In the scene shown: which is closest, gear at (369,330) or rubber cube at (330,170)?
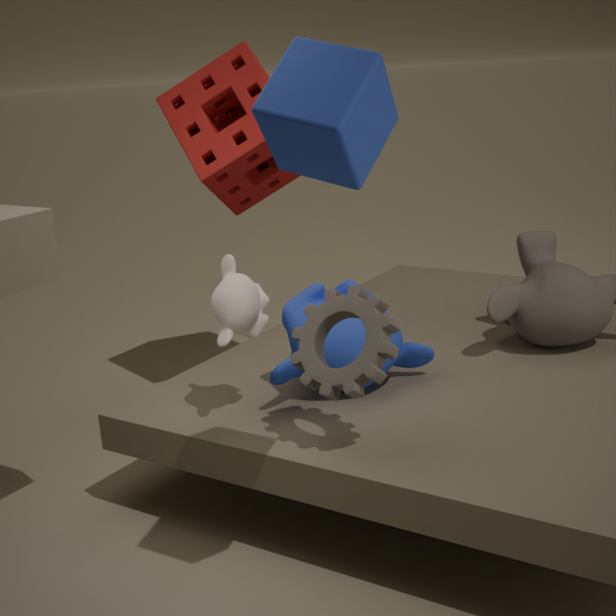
rubber cube at (330,170)
